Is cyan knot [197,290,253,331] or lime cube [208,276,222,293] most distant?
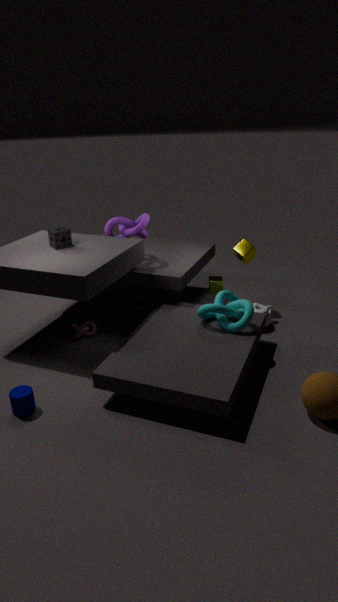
lime cube [208,276,222,293]
